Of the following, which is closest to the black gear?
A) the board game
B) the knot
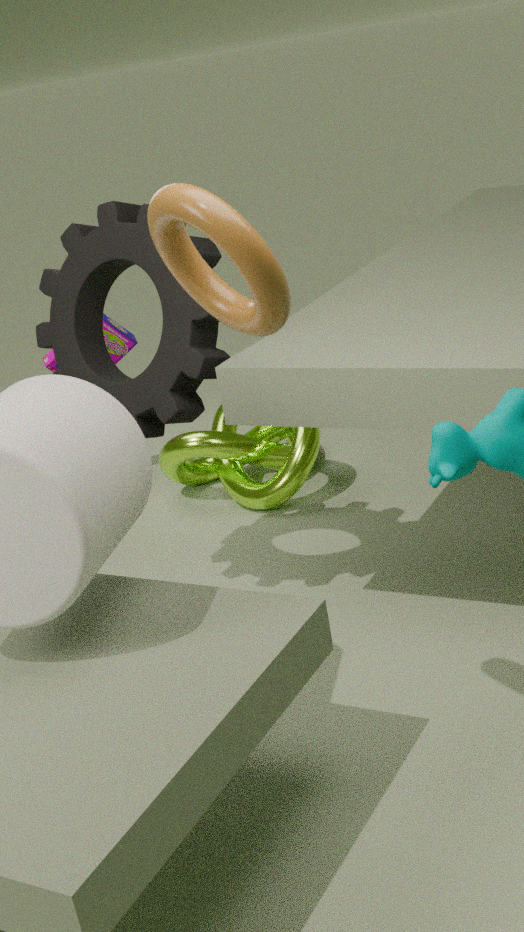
the knot
